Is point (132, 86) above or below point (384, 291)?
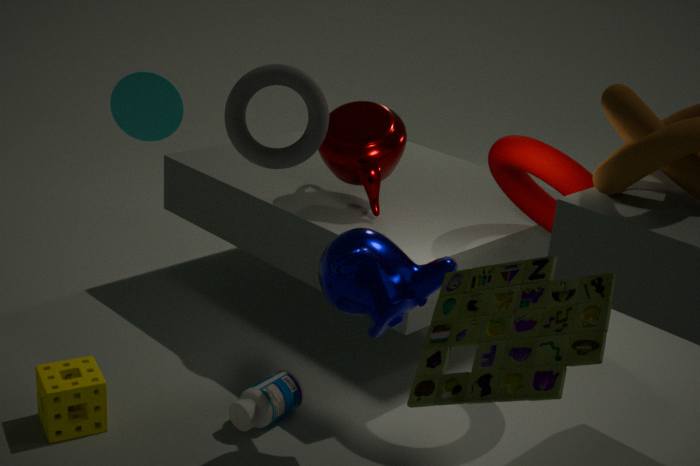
above
